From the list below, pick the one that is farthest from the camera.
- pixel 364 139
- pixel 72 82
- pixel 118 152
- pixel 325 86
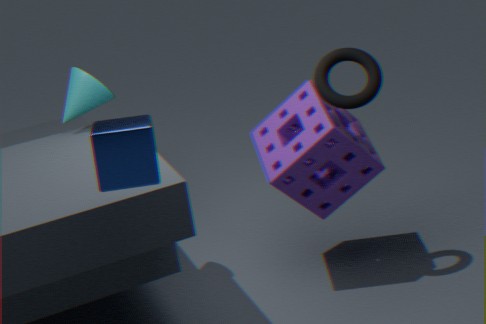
pixel 364 139
